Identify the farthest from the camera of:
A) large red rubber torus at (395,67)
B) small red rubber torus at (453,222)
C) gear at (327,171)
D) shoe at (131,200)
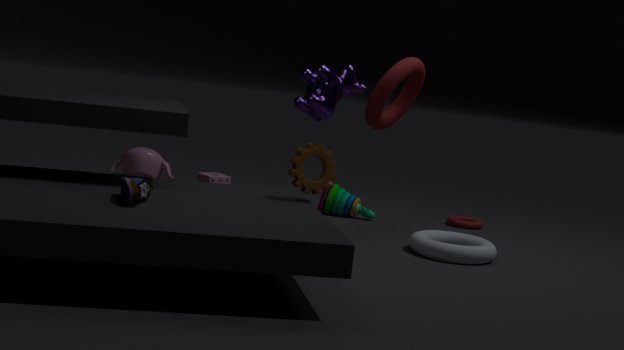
small red rubber torus at (453,222)
